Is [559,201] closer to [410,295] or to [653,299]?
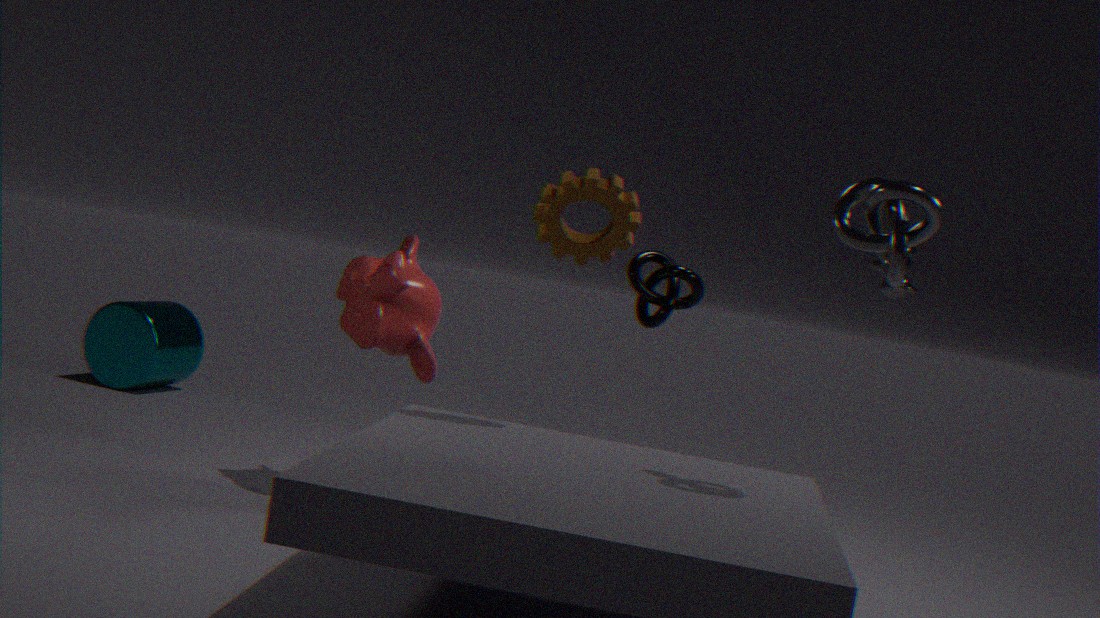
[410,295]
